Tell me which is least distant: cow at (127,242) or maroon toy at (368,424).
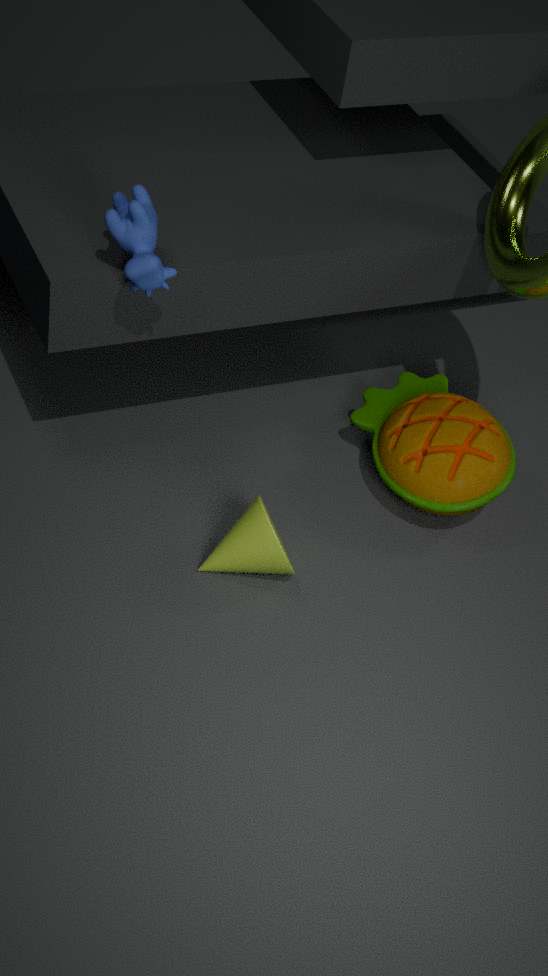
cow at (127,242)
